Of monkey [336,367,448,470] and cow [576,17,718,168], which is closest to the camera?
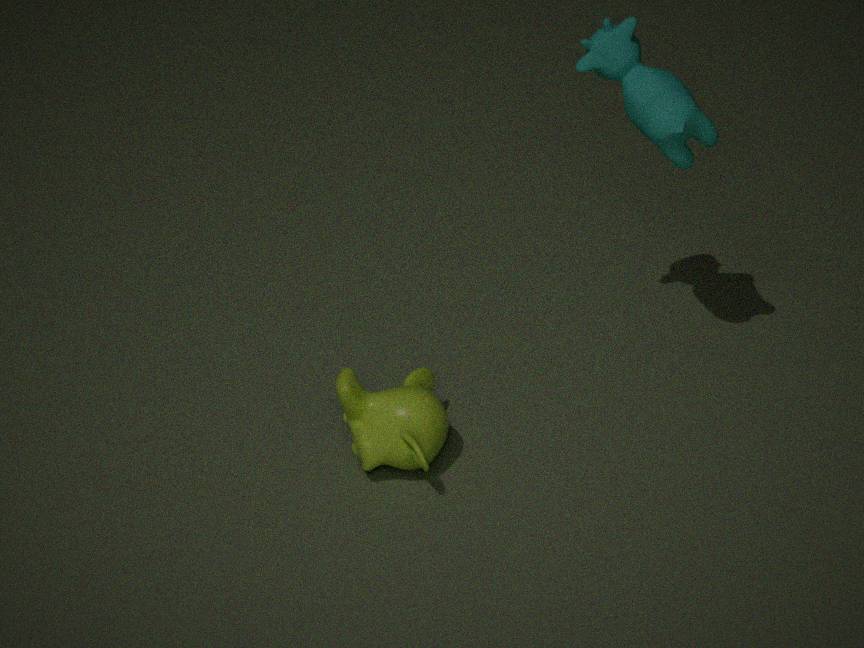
cow [576,17,718,168]
